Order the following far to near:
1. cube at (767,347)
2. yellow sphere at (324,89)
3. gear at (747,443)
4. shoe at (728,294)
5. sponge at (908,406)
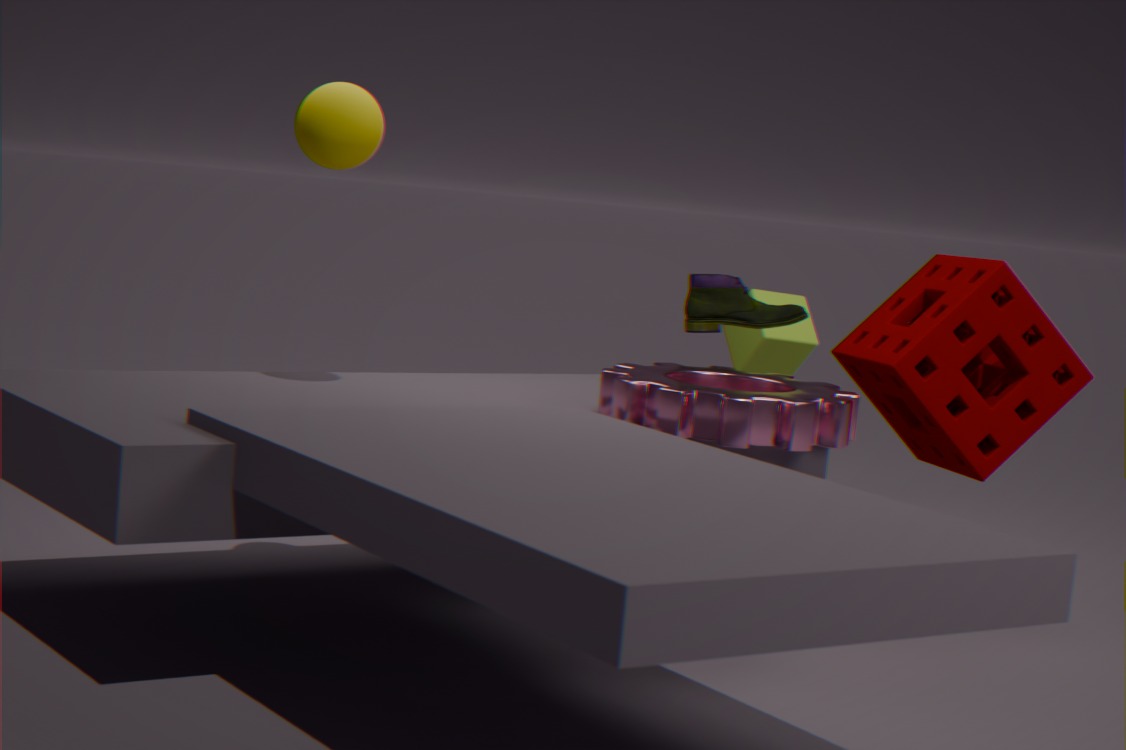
cube at (767,347) < shoe at (728,294) < sponge at (908,406) < yellow sphere at (324,89) < gear at (747,443)
